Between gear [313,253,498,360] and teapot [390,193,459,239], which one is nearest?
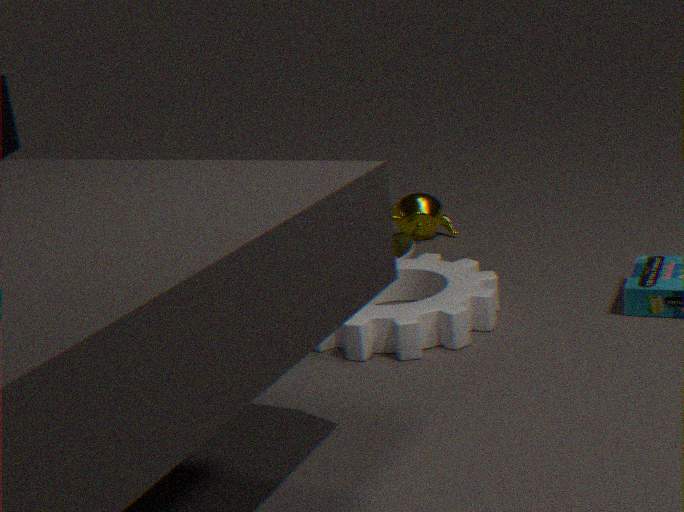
gear [313,253,498,360]
